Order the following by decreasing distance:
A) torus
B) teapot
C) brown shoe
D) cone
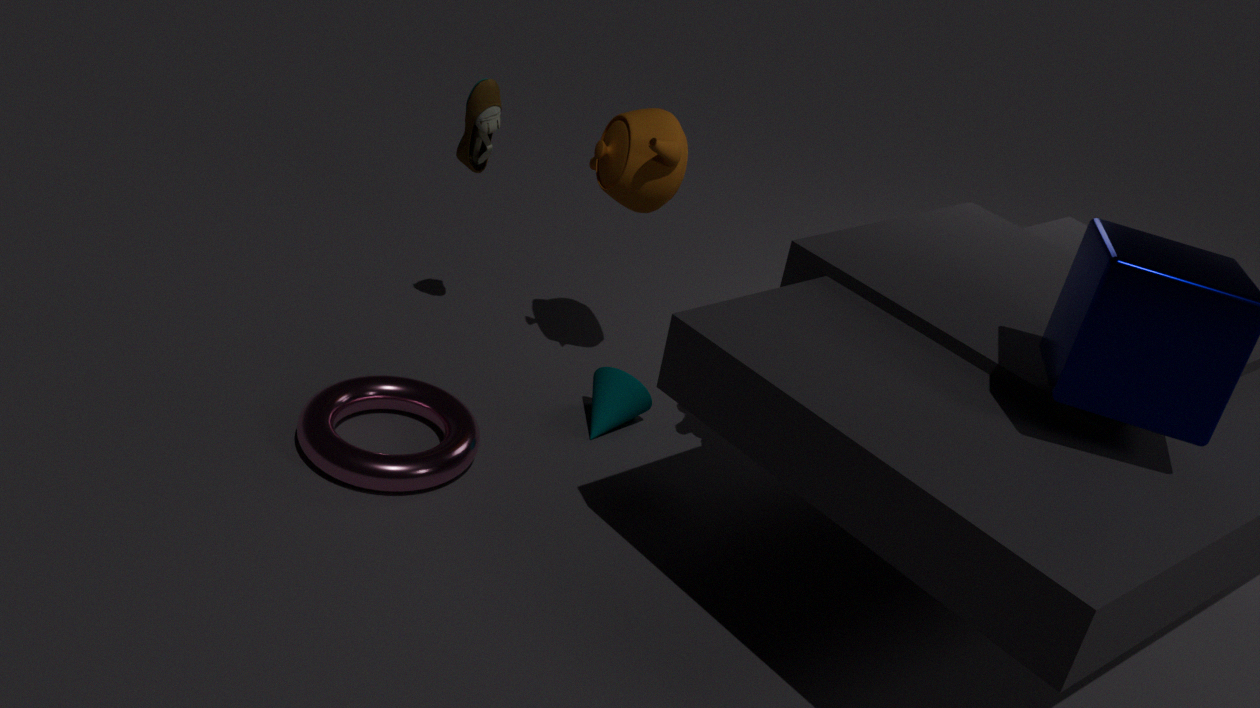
cone → brown shoe → teapot → torus
